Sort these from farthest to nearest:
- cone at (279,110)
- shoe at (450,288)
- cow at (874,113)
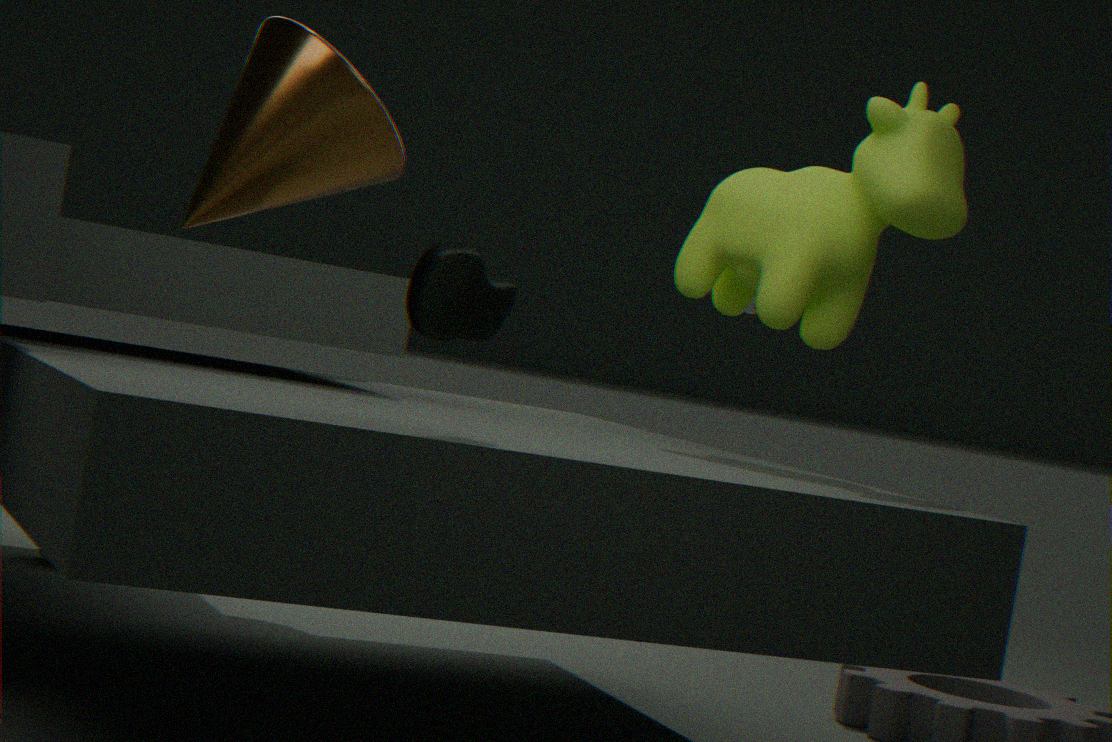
1. cone at (279,110)
2. cow at (874,113)
3. shoe at (450,288)
